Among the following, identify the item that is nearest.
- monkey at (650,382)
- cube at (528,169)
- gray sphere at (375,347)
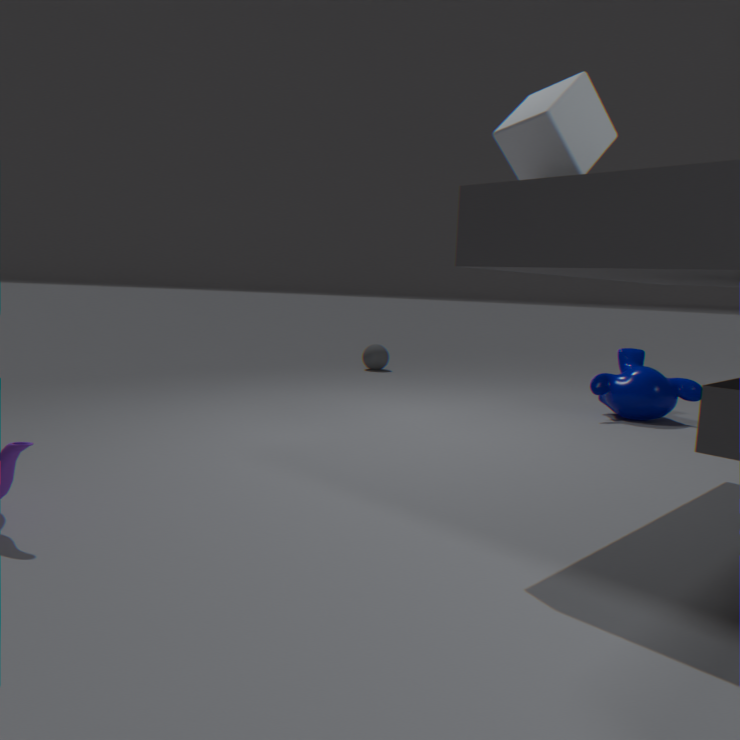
cube at (528,169)
